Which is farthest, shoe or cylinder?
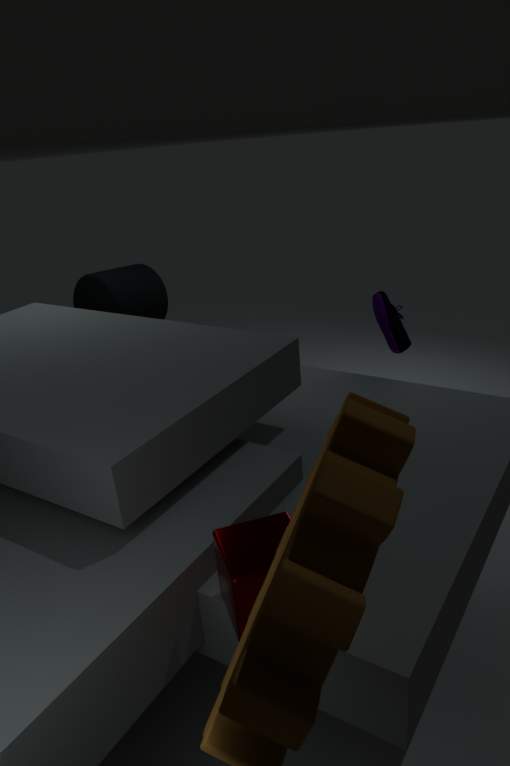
cylinder
